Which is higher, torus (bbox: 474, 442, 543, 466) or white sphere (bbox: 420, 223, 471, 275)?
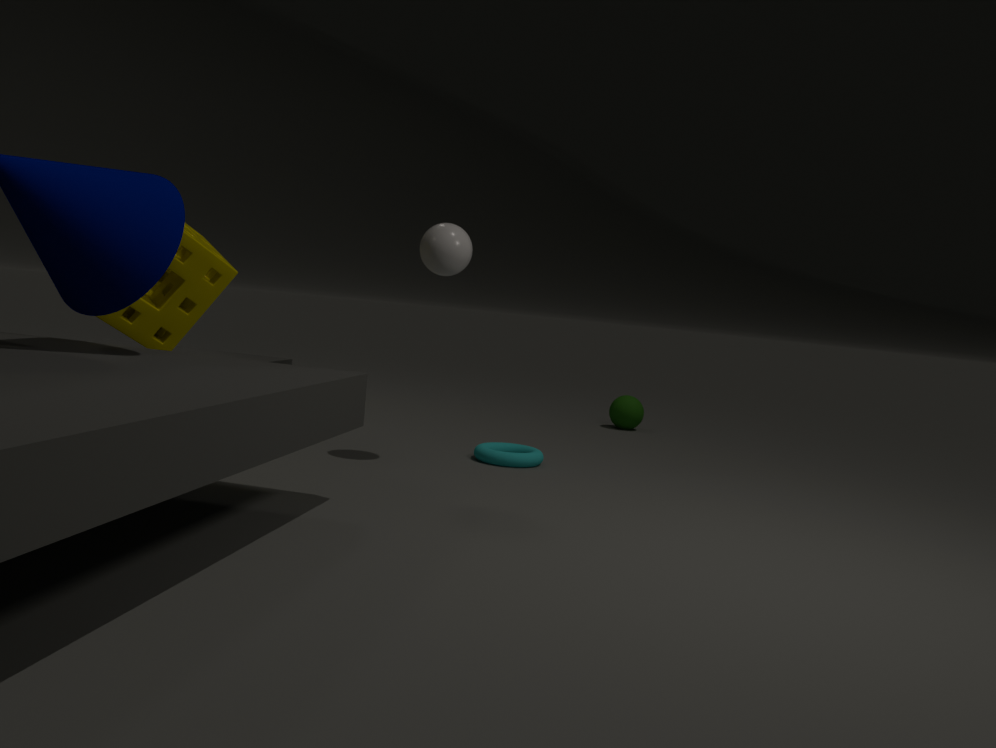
white sphere (bbox: 420, 223, 471, 275)
